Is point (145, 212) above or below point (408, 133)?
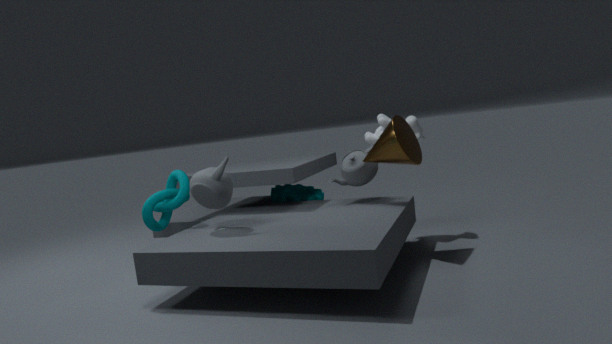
below
